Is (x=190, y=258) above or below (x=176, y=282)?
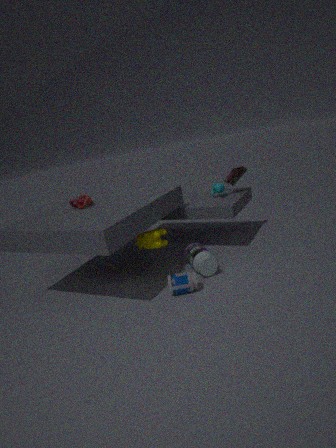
above
